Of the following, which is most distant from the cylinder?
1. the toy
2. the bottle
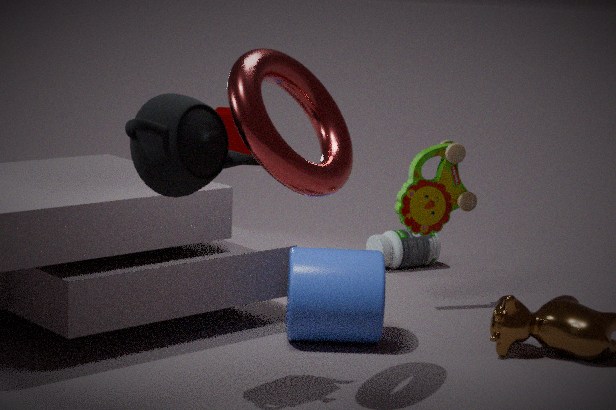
the bottle
